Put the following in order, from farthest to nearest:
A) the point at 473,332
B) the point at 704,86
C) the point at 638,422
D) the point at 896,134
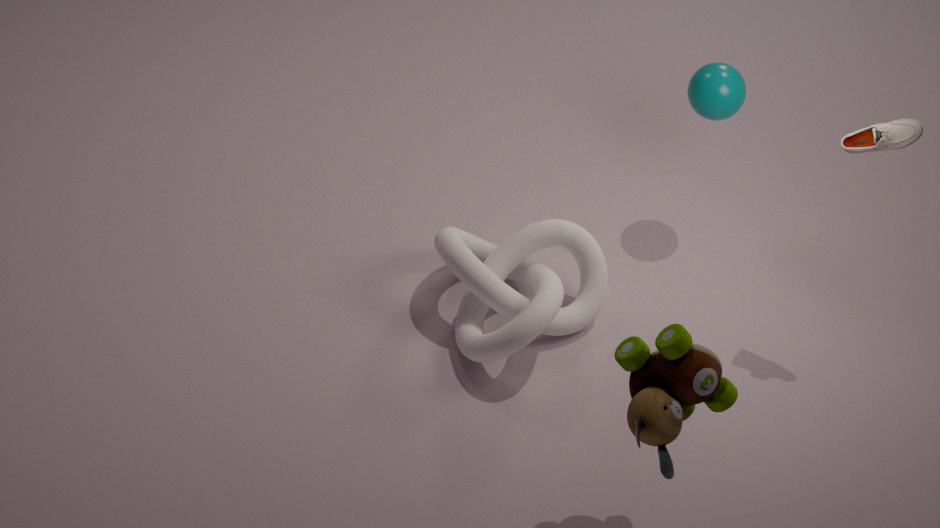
the point at 704,86 < the point at 473,332 < the point at 896,134 < the point at 638,422
